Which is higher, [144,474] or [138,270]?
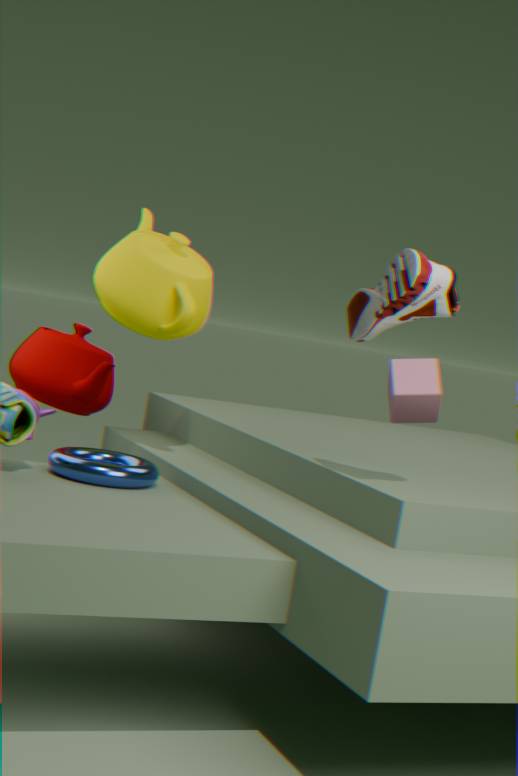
[138,270]
